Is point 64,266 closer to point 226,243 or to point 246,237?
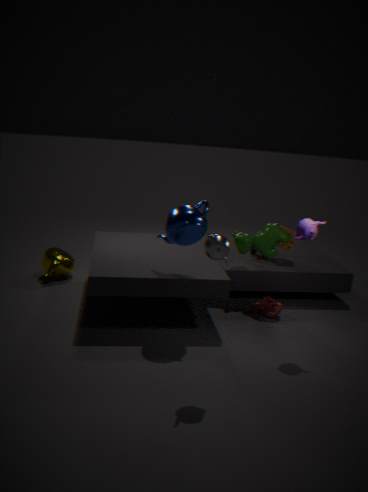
point 246,237
